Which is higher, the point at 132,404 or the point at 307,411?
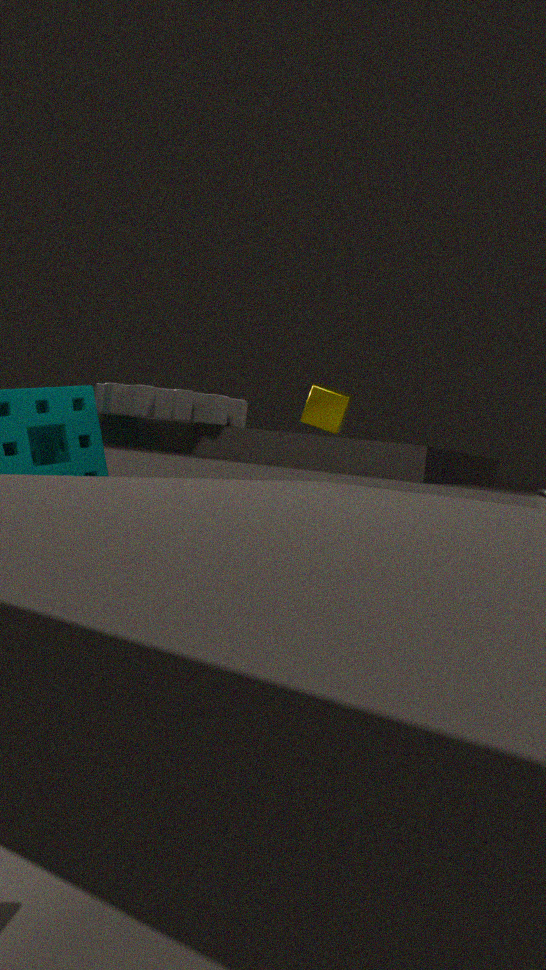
the point at 307,411
